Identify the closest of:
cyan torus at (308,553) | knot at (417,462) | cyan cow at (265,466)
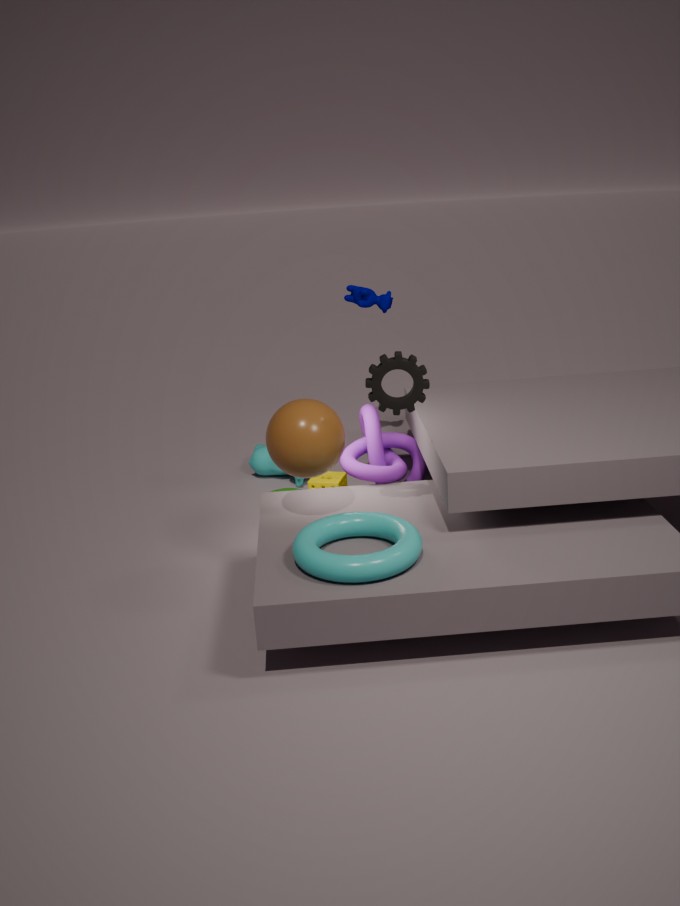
cyan torus at (308,553)
